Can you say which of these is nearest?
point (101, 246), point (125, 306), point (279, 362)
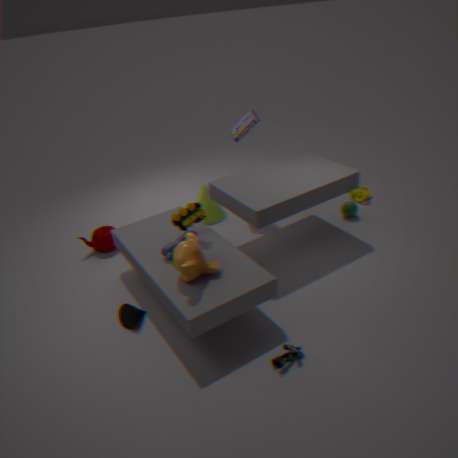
point (279, 362)
